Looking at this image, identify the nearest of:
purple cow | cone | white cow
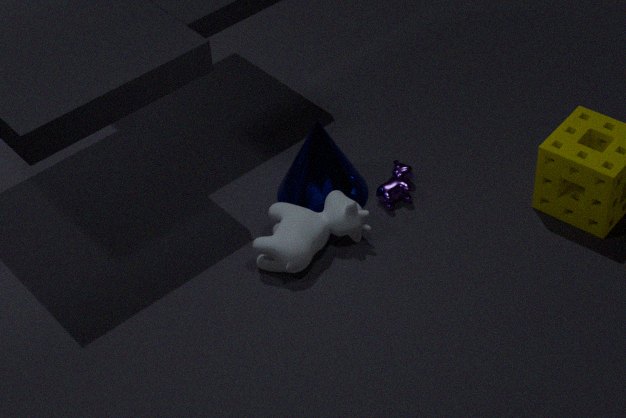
white cow
